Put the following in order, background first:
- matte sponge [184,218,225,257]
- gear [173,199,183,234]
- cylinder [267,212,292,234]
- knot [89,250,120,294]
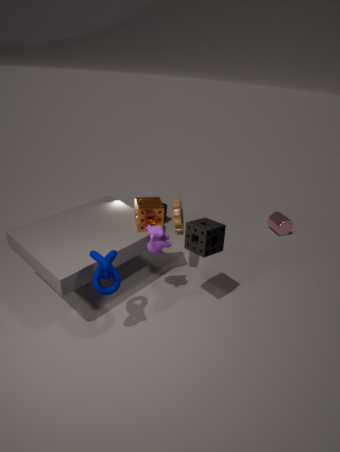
cylinder [267,212,292,234], gear [173,199,183,234], matte sponge [184,218,225,257], knot [89,250,120,294]
